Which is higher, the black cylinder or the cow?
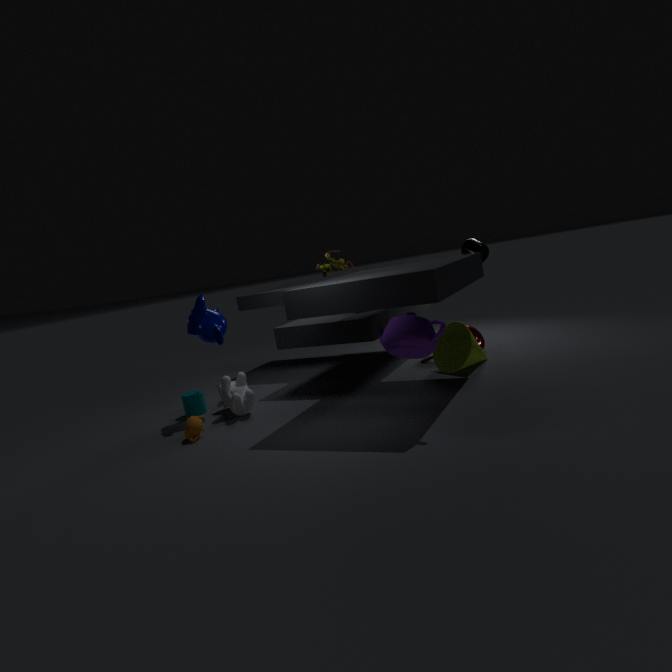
the black cylinder
